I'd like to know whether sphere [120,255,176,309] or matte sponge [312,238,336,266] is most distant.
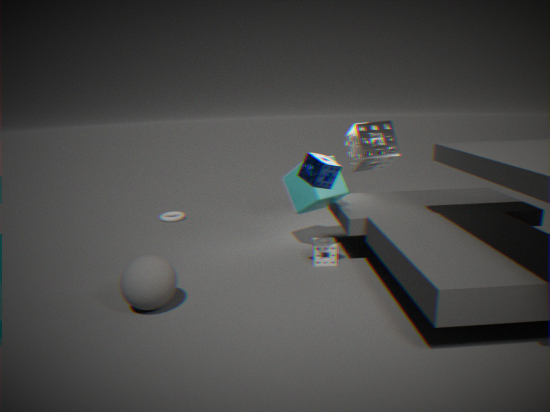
matte sponge [312,238,336,266]
